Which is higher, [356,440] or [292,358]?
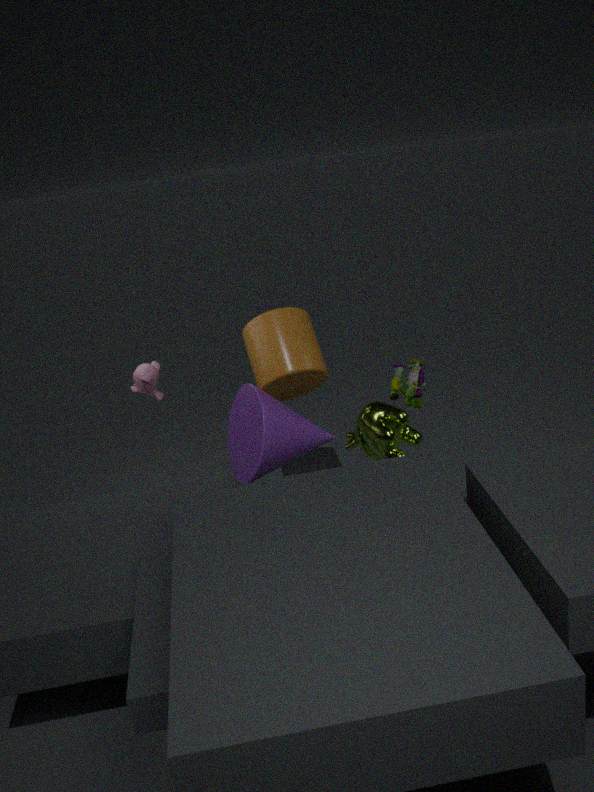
[292,358]
